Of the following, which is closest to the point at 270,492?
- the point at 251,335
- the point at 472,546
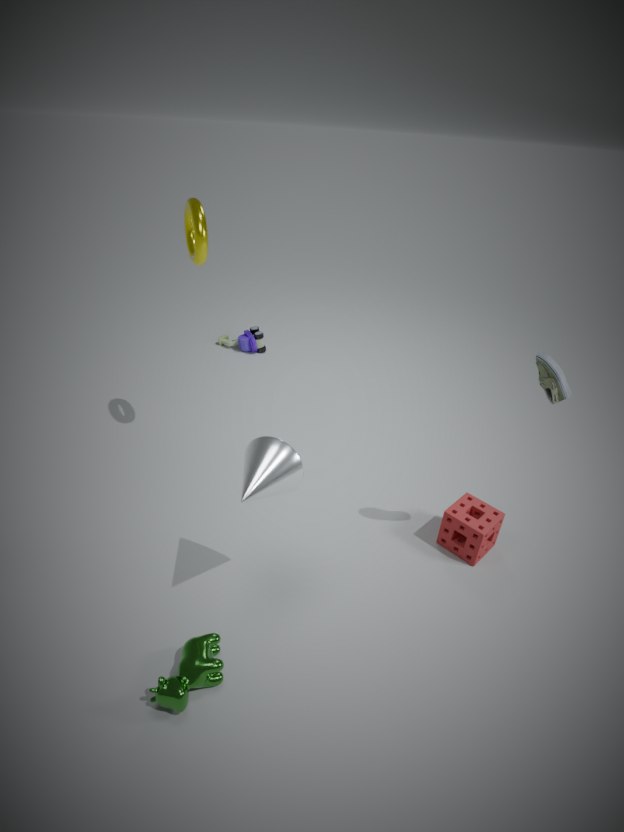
the point at 472,546
